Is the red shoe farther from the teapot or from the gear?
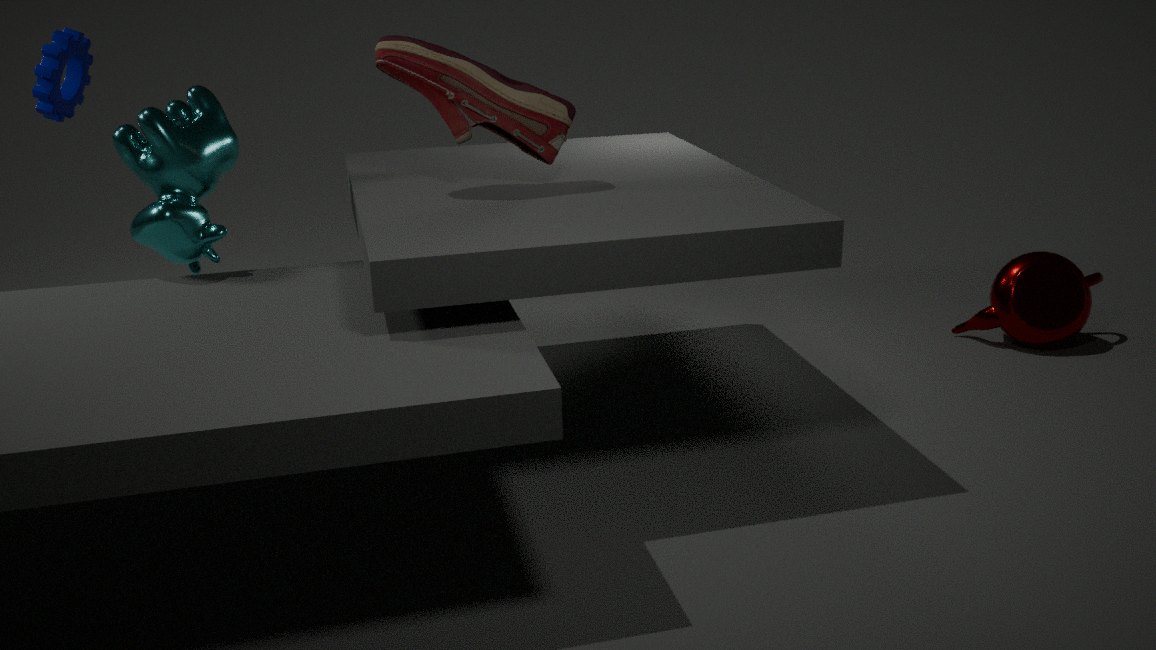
the teapot
